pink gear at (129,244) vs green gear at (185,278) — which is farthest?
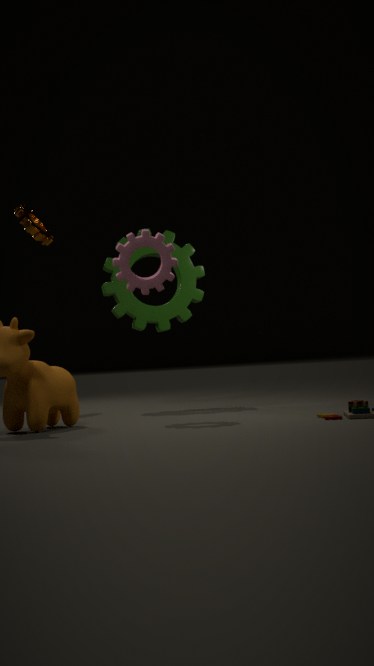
green gear at (185,278)
